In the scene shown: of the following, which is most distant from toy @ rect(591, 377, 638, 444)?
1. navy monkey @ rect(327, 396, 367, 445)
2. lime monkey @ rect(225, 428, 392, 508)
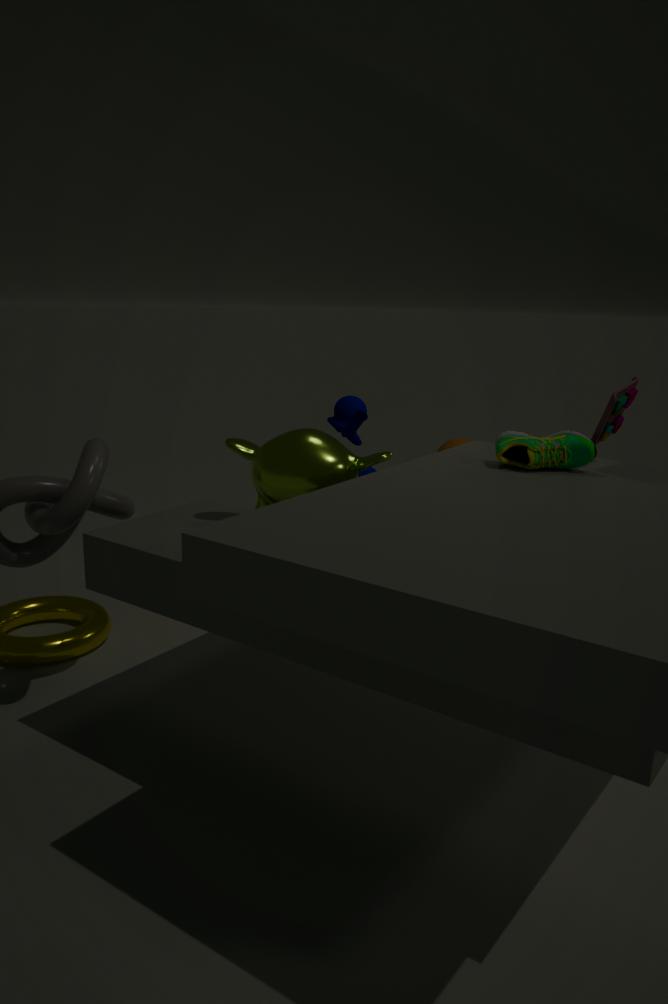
navy monkey @ rect(327, 396, 367, 445)
